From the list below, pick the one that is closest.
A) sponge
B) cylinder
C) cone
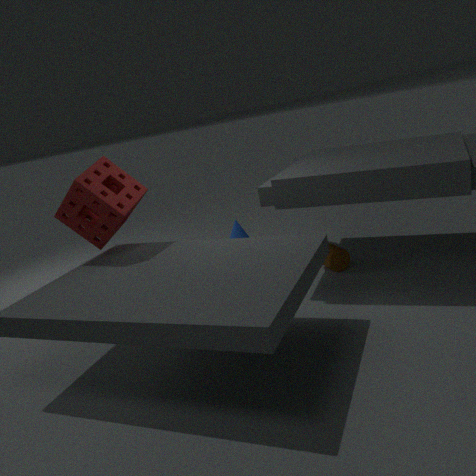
sponge
